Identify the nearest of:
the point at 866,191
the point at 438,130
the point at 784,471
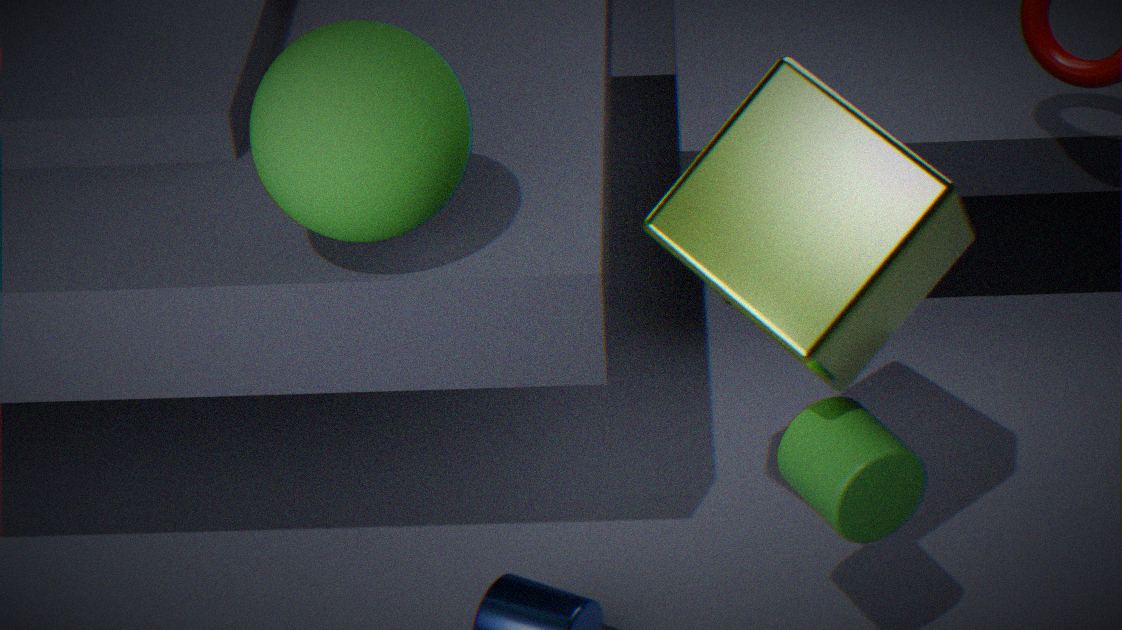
the point at 866,191
